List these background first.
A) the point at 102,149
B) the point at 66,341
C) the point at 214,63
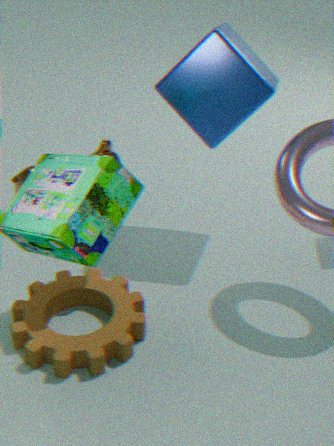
1. the point at 214,63
2. the point at 102,149
3. the point at 66,341
